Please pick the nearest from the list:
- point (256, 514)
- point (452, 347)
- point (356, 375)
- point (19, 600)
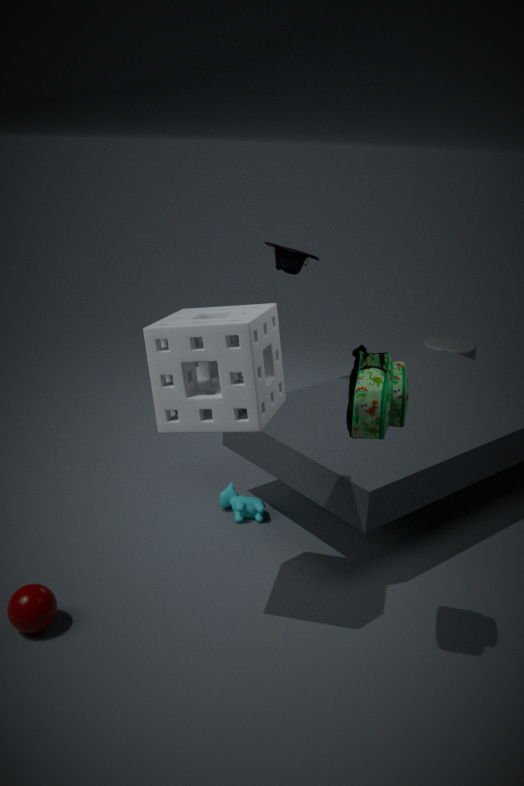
point (356, 375)
